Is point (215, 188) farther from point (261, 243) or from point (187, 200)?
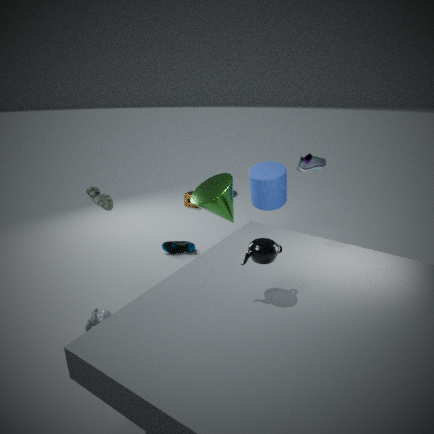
point (187, 200)
